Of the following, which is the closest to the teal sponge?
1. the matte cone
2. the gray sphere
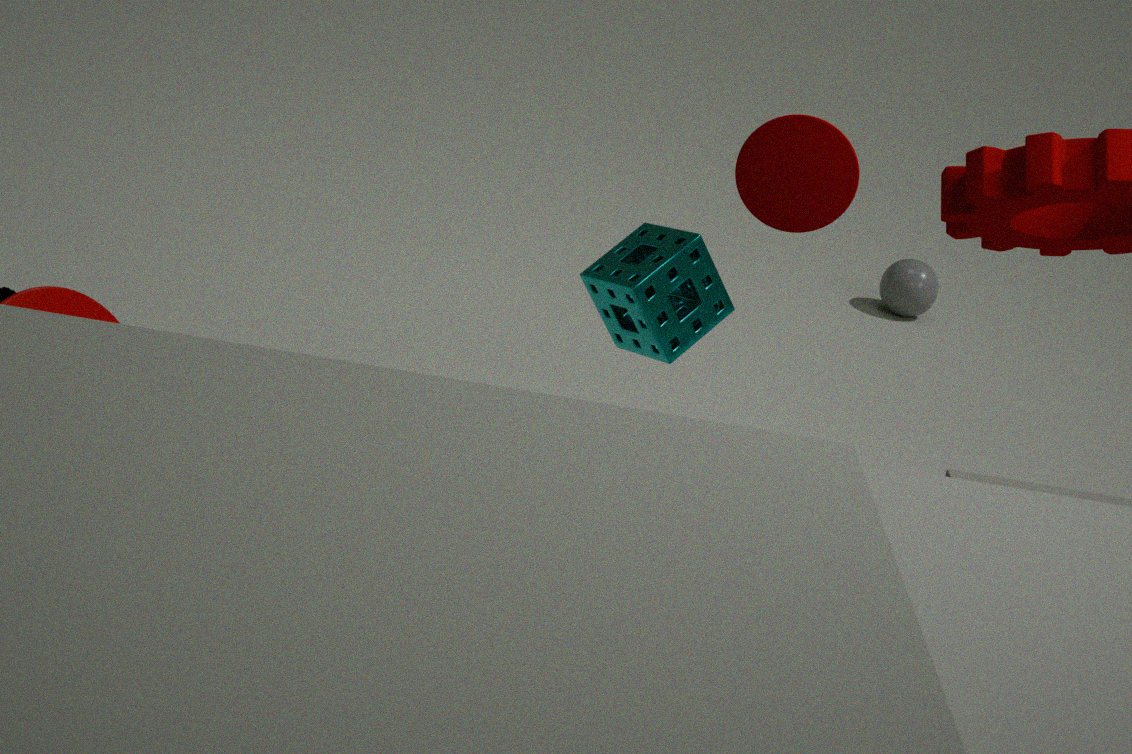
the matte cone
